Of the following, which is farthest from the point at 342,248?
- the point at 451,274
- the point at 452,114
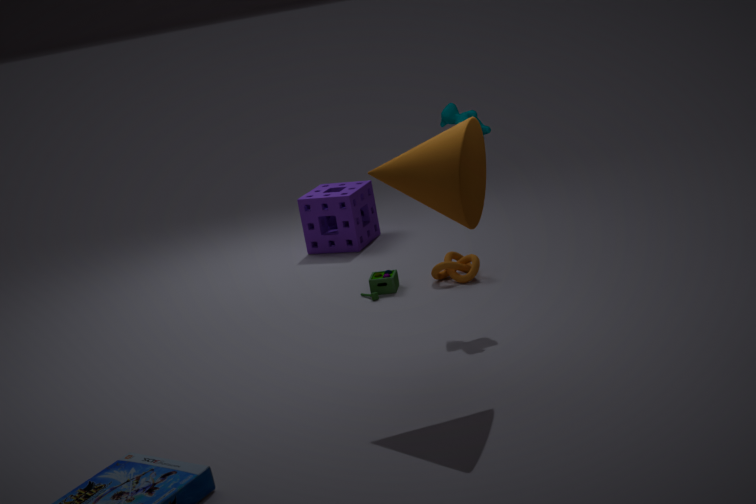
the point at 452,114
